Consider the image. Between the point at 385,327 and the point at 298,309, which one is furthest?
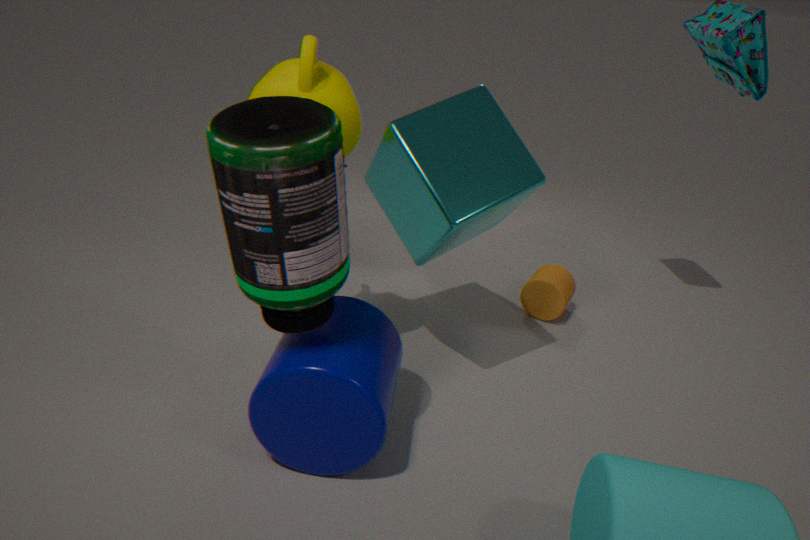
the point at 385,327
